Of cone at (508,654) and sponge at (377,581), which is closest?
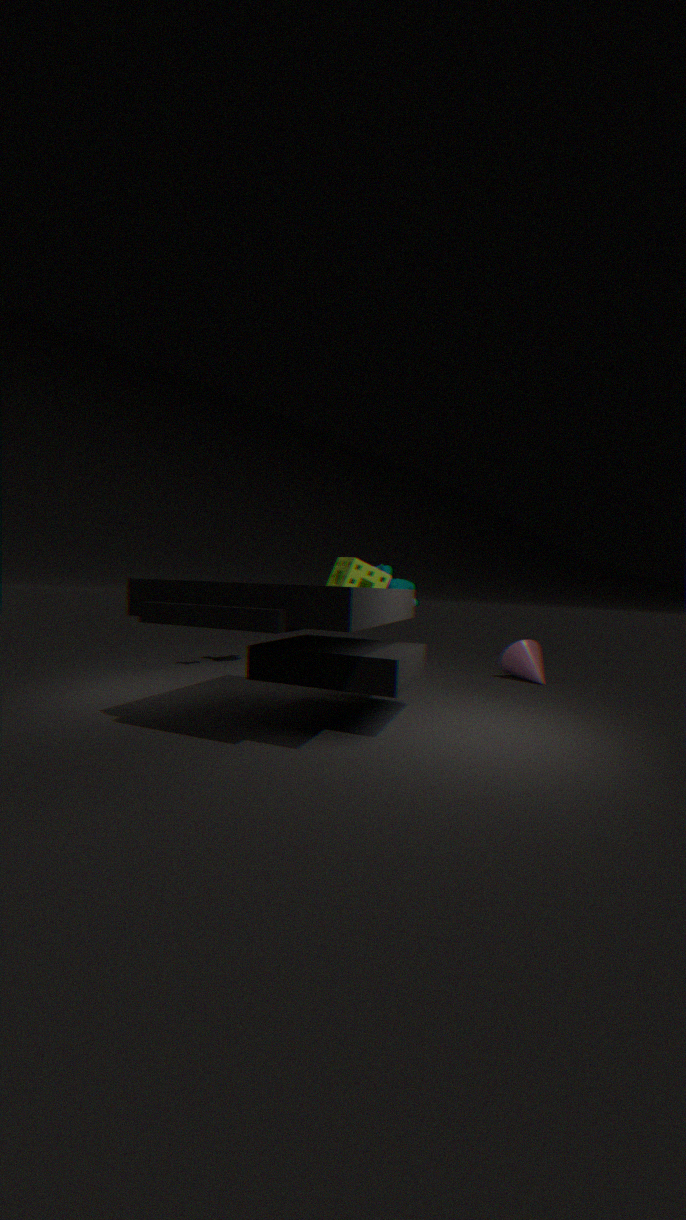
sponge at (377,581)
